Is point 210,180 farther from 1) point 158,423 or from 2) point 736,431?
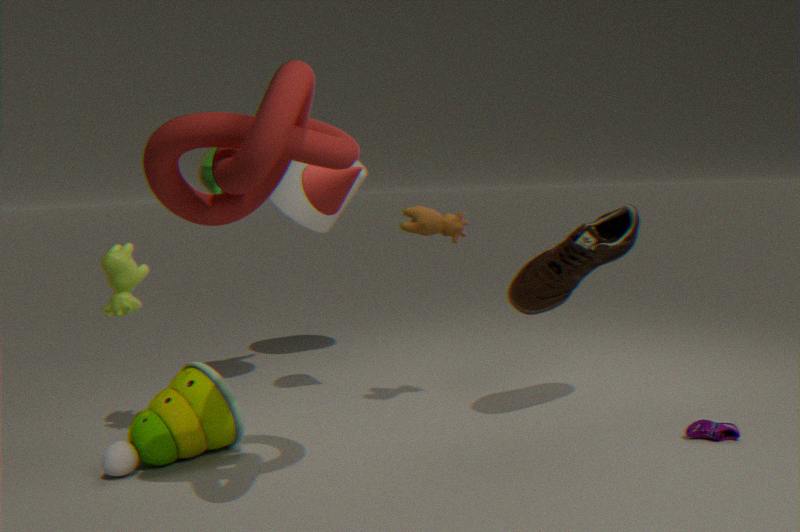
2) point 736,431
